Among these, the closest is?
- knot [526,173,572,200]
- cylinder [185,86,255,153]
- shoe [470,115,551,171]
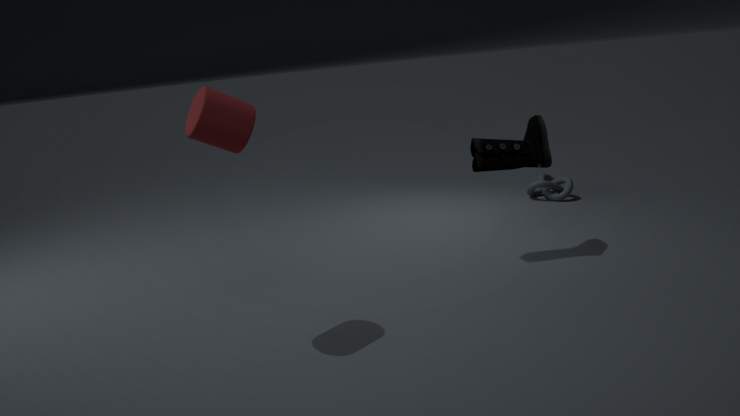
cylinder [185,86,255,153]
